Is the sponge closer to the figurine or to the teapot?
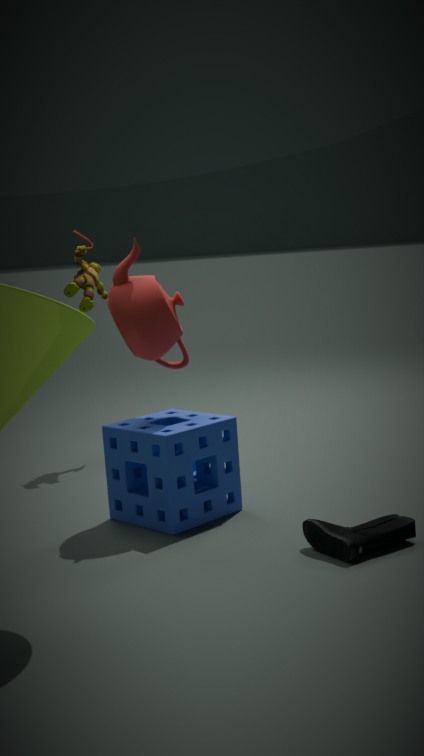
the teapot
